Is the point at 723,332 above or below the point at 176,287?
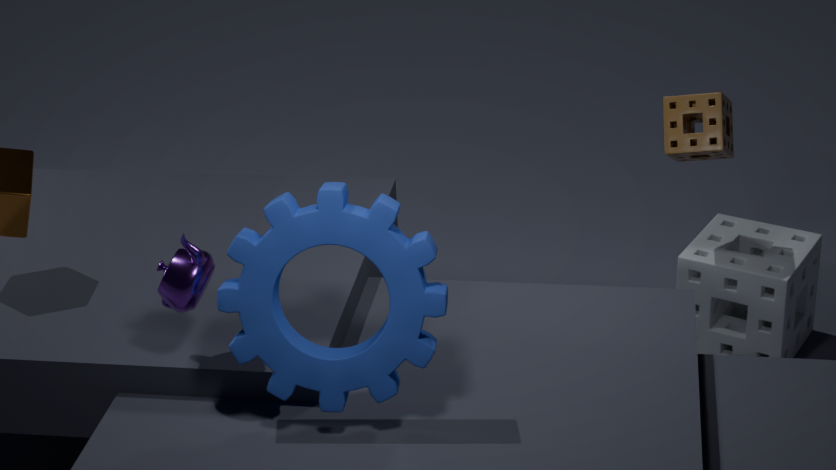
below
